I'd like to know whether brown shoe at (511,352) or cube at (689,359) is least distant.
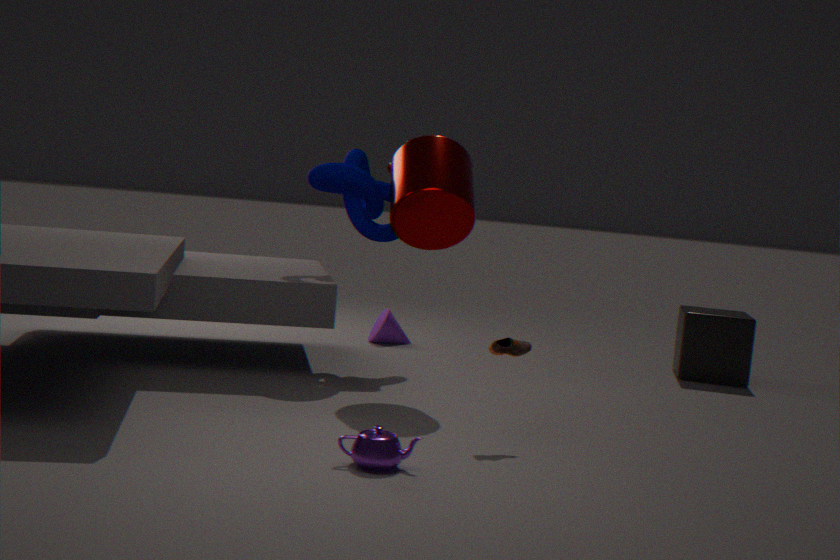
brown shoe at (511,352)
